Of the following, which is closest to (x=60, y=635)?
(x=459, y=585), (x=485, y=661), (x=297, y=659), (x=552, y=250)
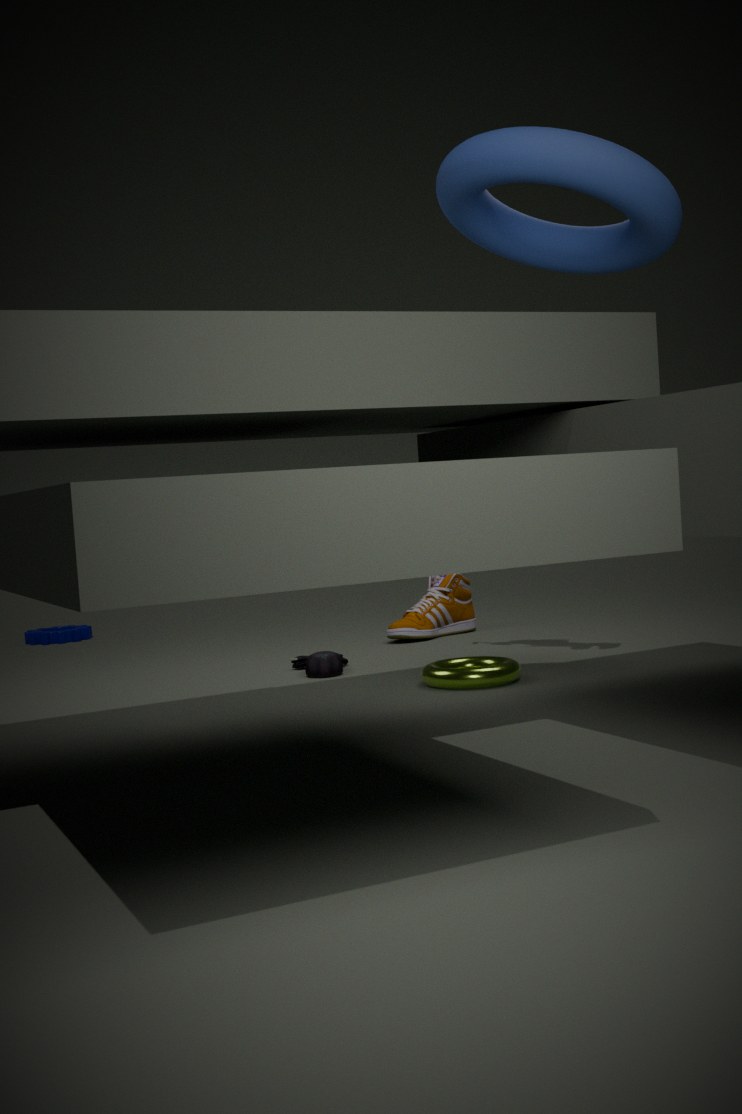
(x=459, y=585)
